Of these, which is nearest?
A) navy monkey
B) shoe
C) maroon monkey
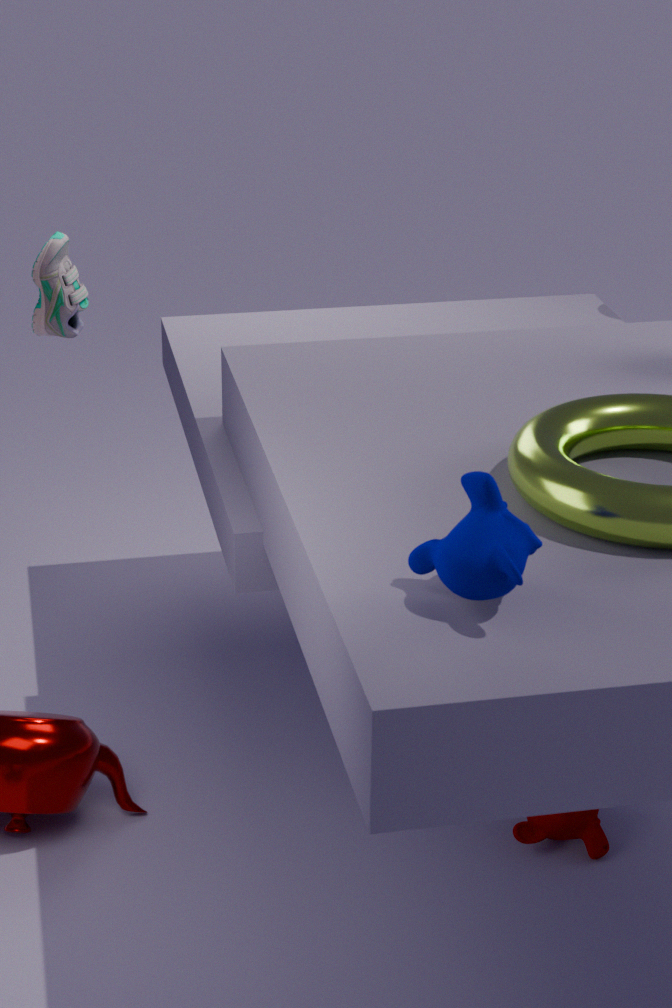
navy monkey
